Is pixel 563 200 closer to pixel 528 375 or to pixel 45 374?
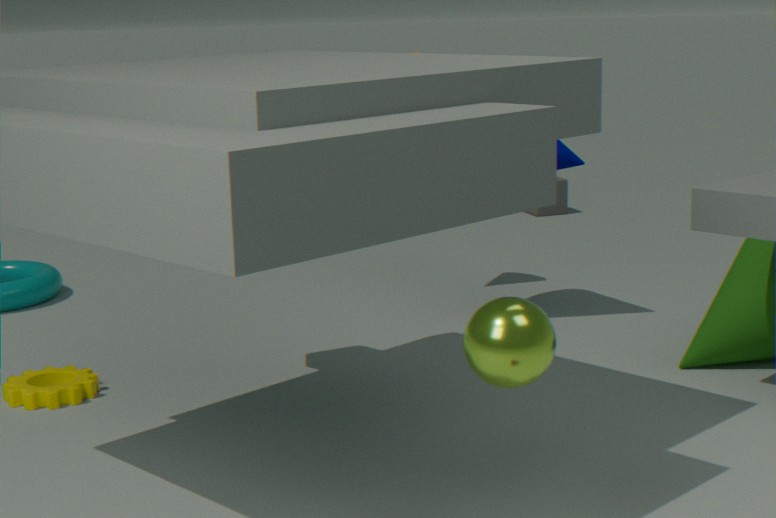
pixel 45 374
